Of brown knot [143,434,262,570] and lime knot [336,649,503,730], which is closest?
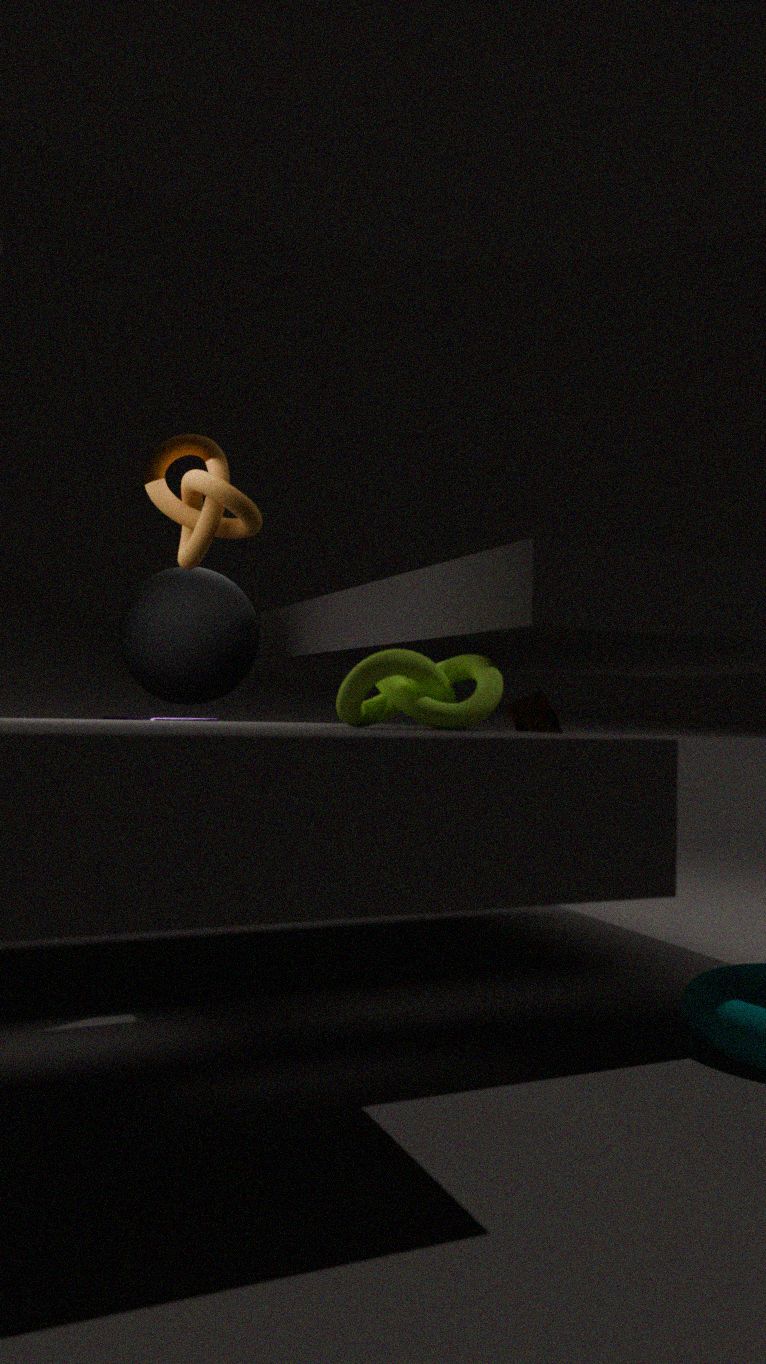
lime knot [336,649,503,730]
